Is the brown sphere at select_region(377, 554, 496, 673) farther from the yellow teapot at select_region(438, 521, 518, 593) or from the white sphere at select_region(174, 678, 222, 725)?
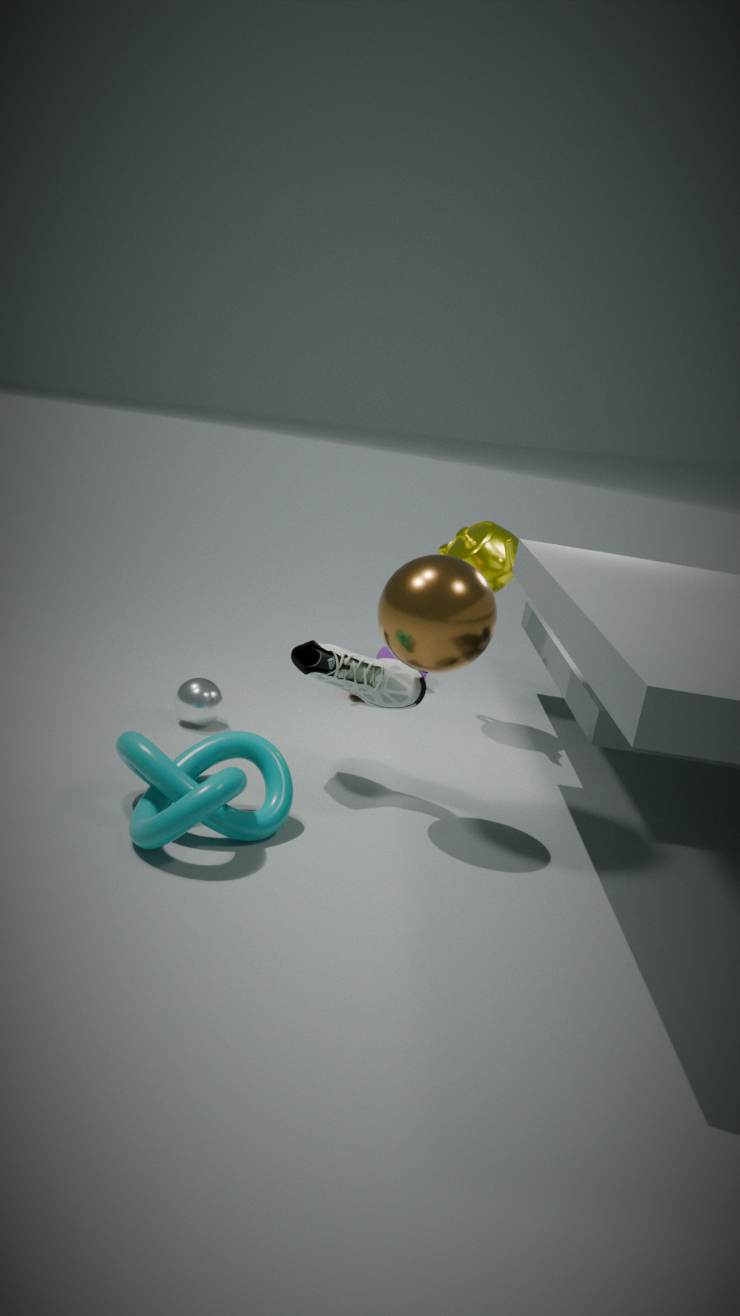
the white sphere at select_region(174, 678, 222, 725)
